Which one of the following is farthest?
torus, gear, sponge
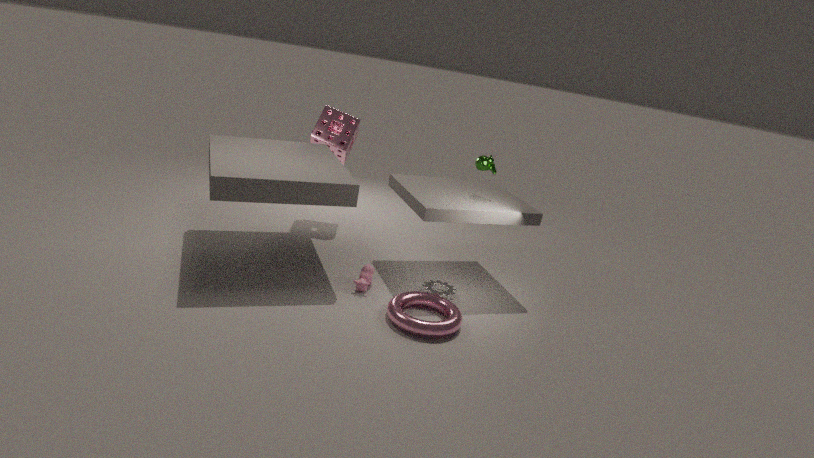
sponge
